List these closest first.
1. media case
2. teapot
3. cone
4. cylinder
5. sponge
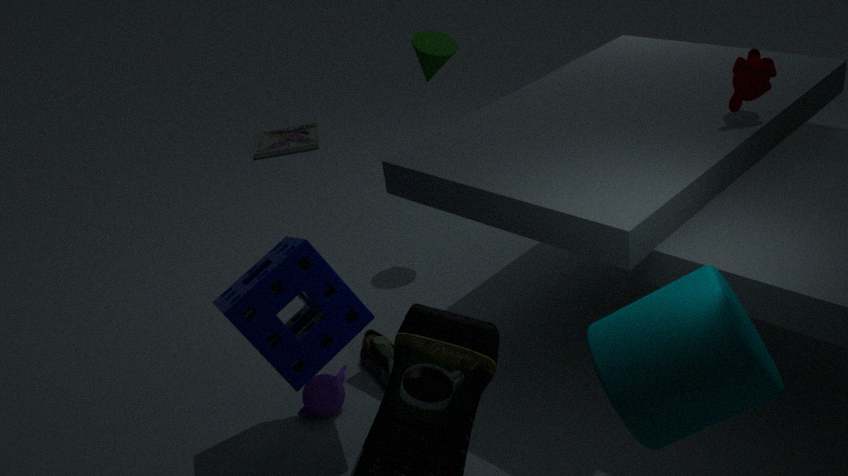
cylinder < sponge < teapot < cone < media case
